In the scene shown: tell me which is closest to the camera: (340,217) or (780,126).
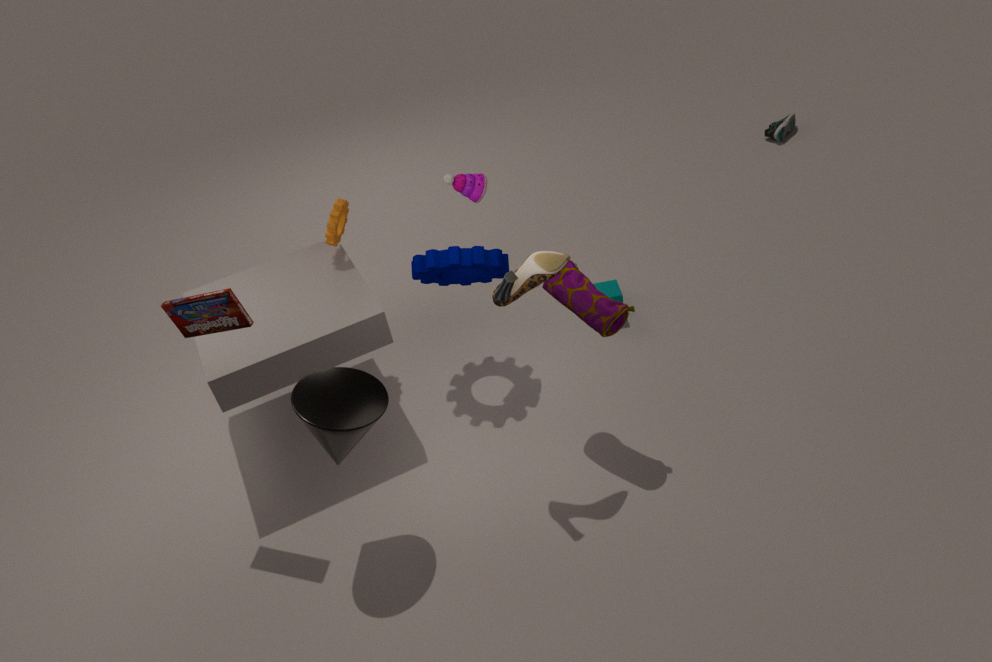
(340,217)
